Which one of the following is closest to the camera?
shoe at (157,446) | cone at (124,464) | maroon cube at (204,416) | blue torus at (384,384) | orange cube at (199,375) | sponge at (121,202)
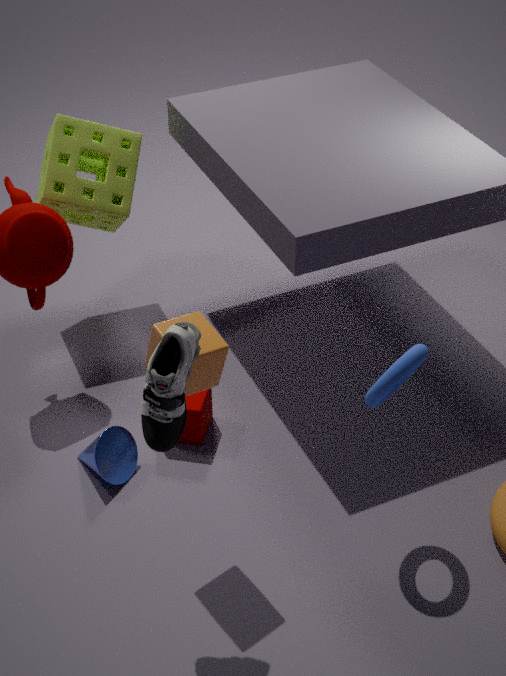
shoe at (157,446)
